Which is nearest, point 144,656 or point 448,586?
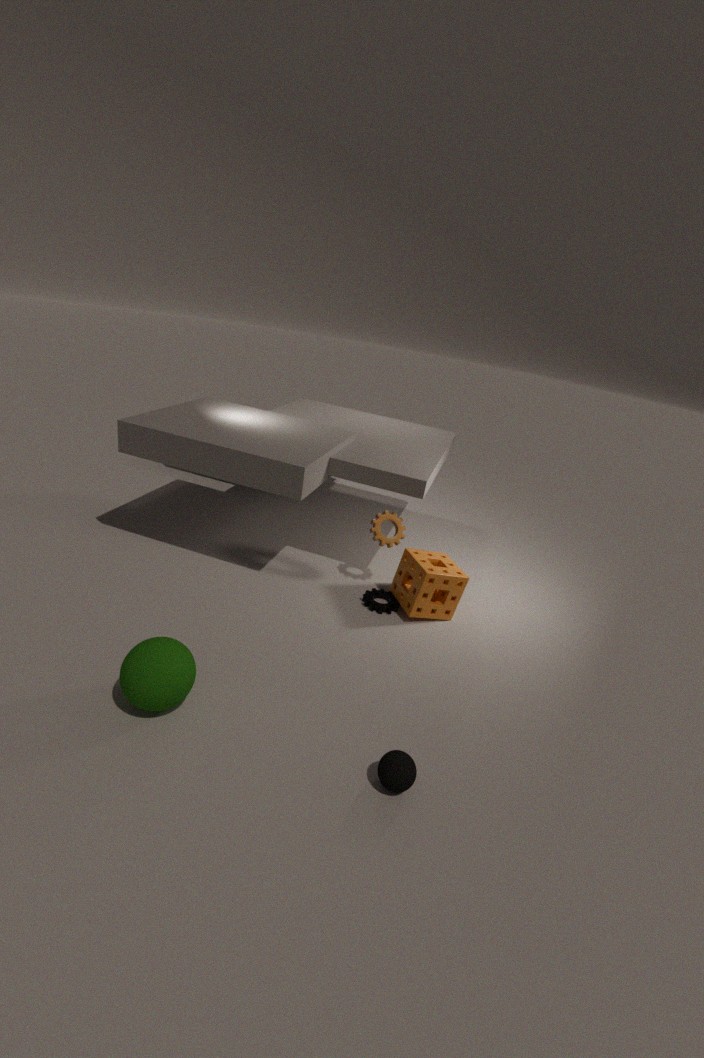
point 144,656
